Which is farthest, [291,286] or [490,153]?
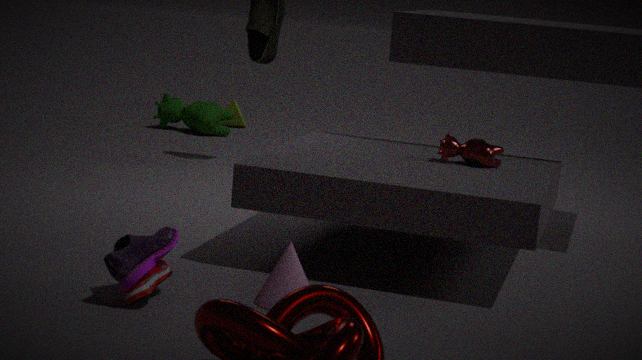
[490,153]
